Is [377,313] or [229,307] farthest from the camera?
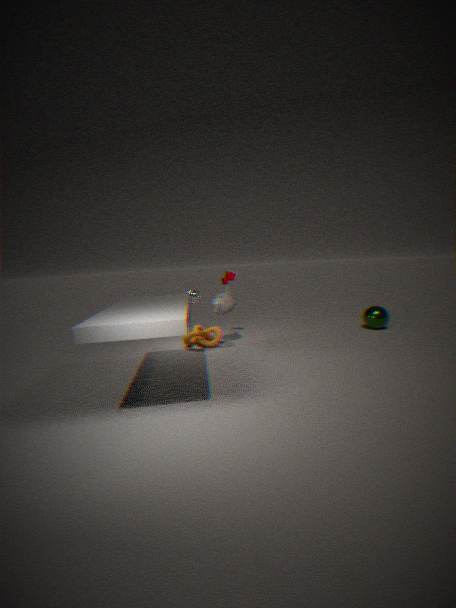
[377,313]
